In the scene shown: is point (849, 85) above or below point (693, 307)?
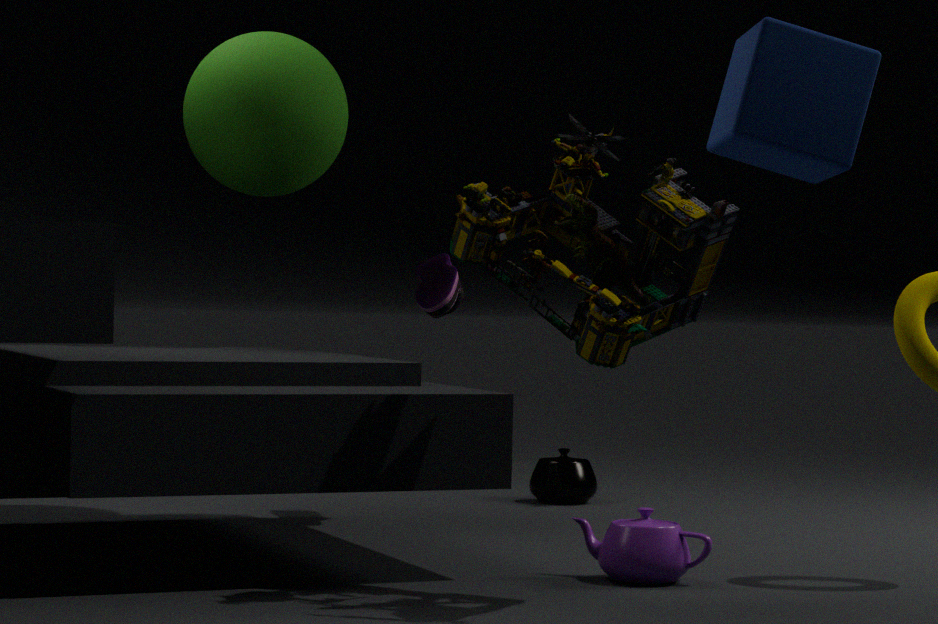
above
